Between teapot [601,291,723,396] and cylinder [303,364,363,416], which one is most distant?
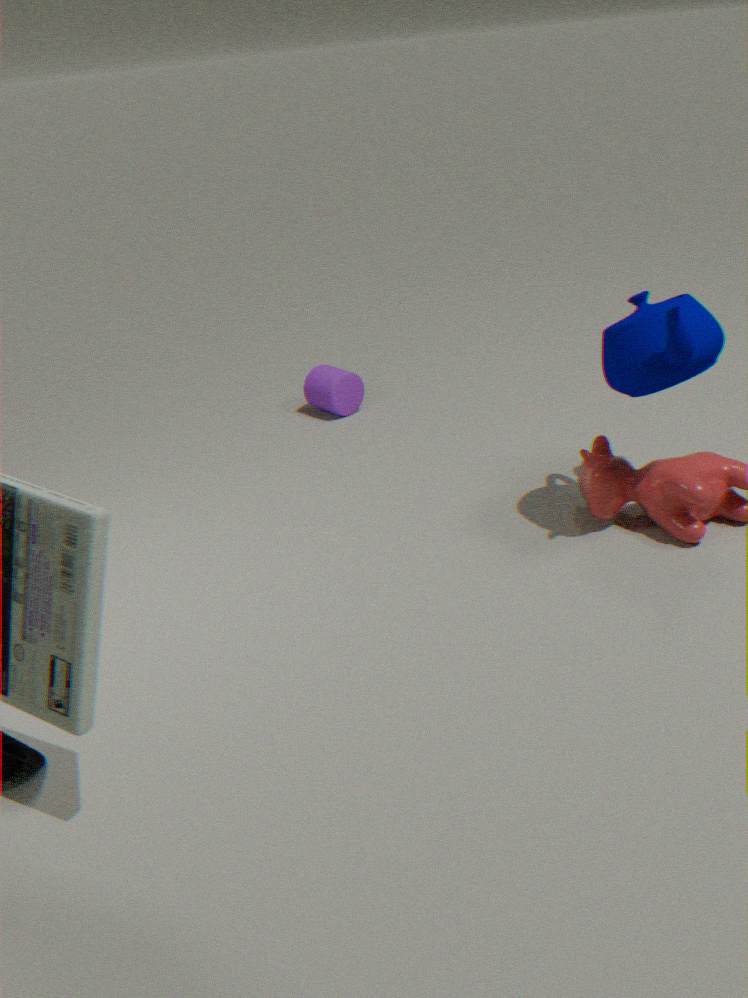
cylinder [303,364,363,416]
